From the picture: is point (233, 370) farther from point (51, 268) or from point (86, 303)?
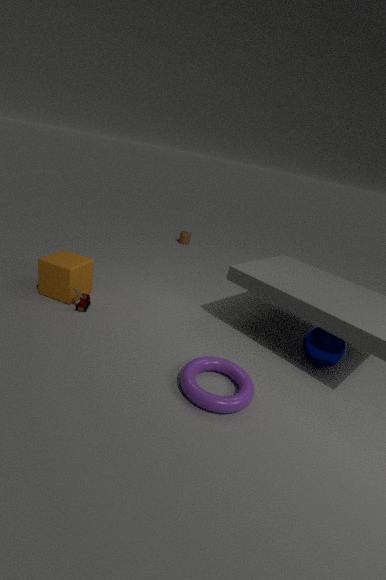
point (51, 268)
